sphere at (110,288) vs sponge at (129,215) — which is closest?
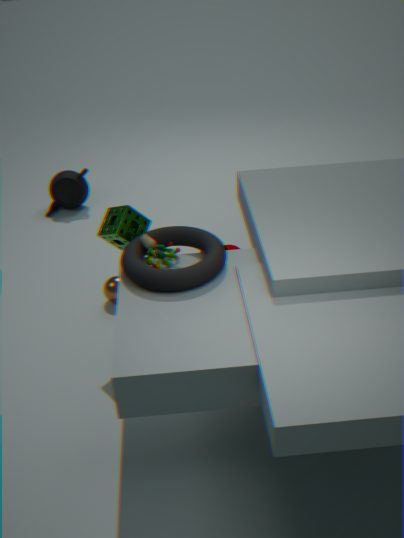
sponge at (129,215)
